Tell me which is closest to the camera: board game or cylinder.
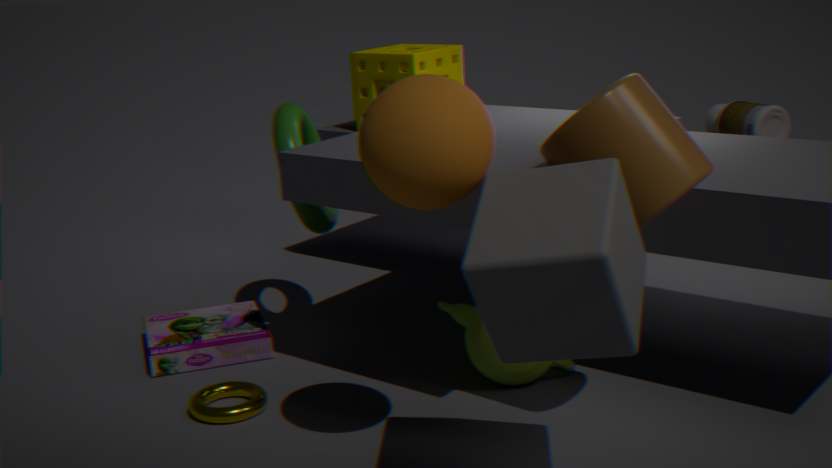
cylinder
